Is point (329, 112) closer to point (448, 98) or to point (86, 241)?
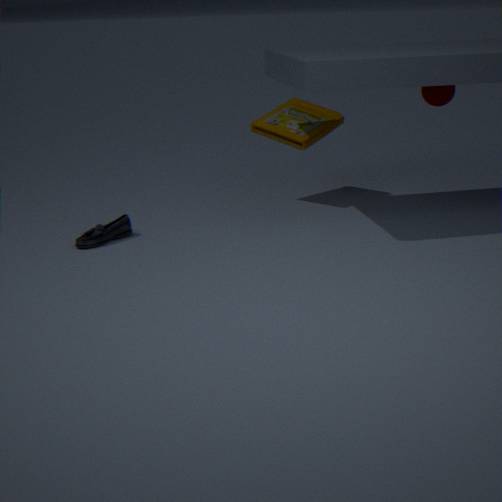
point (448, 98)
